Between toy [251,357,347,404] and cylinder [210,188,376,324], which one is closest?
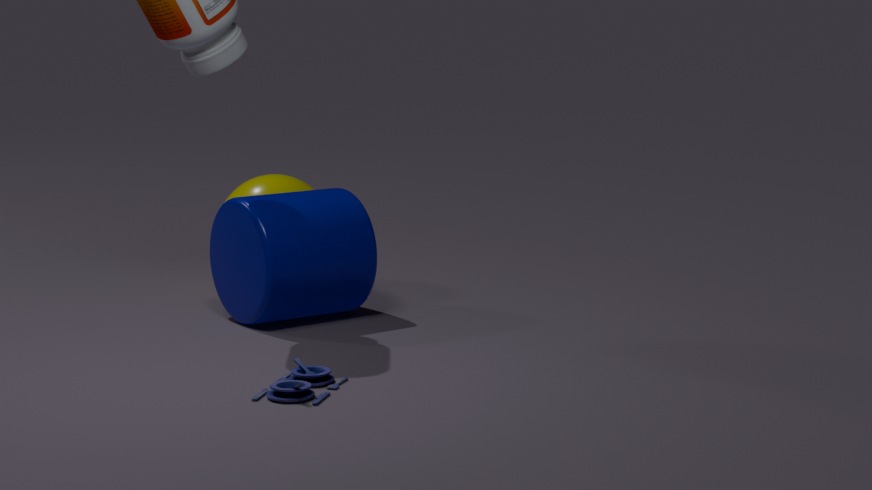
toy [251,357,347,404]
